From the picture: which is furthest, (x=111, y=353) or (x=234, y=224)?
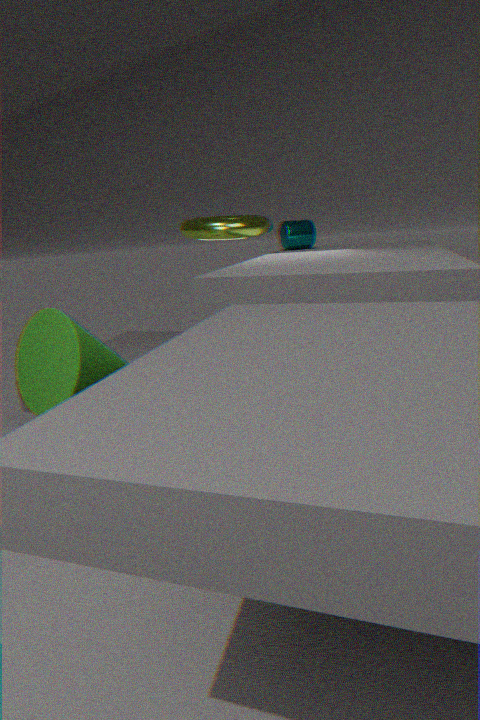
(x=234, y=224)
